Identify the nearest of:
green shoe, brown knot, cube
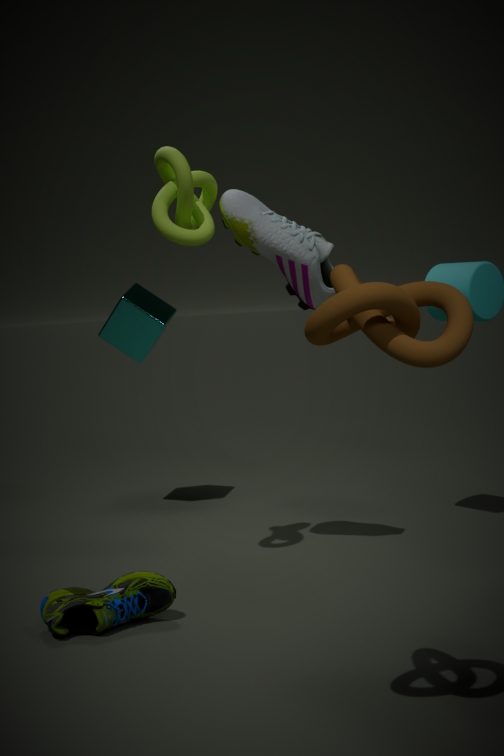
brown knot
